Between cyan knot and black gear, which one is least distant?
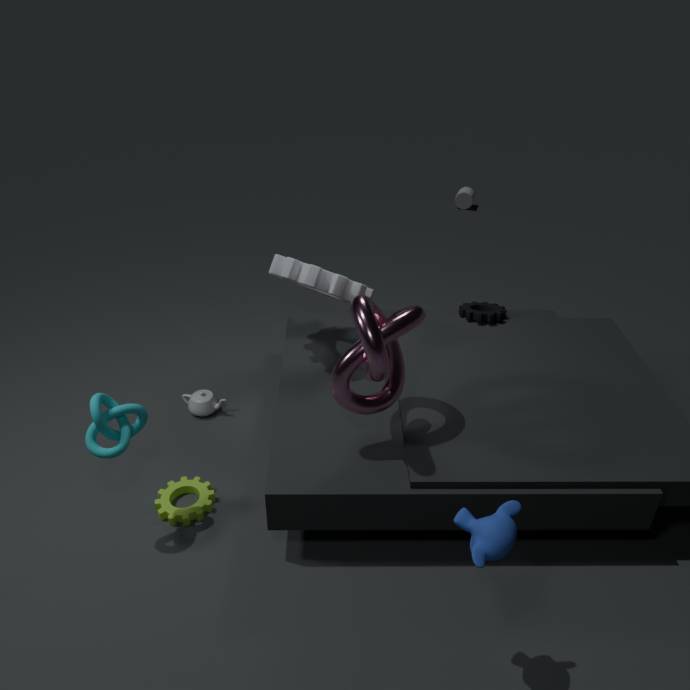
cyan knot
